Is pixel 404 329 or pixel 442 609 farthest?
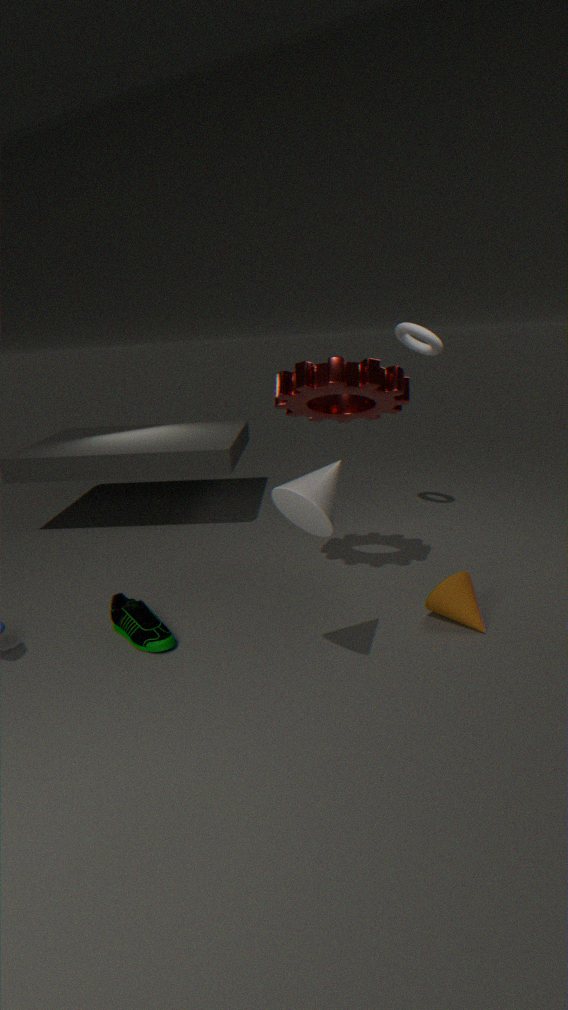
pixel 404 329
